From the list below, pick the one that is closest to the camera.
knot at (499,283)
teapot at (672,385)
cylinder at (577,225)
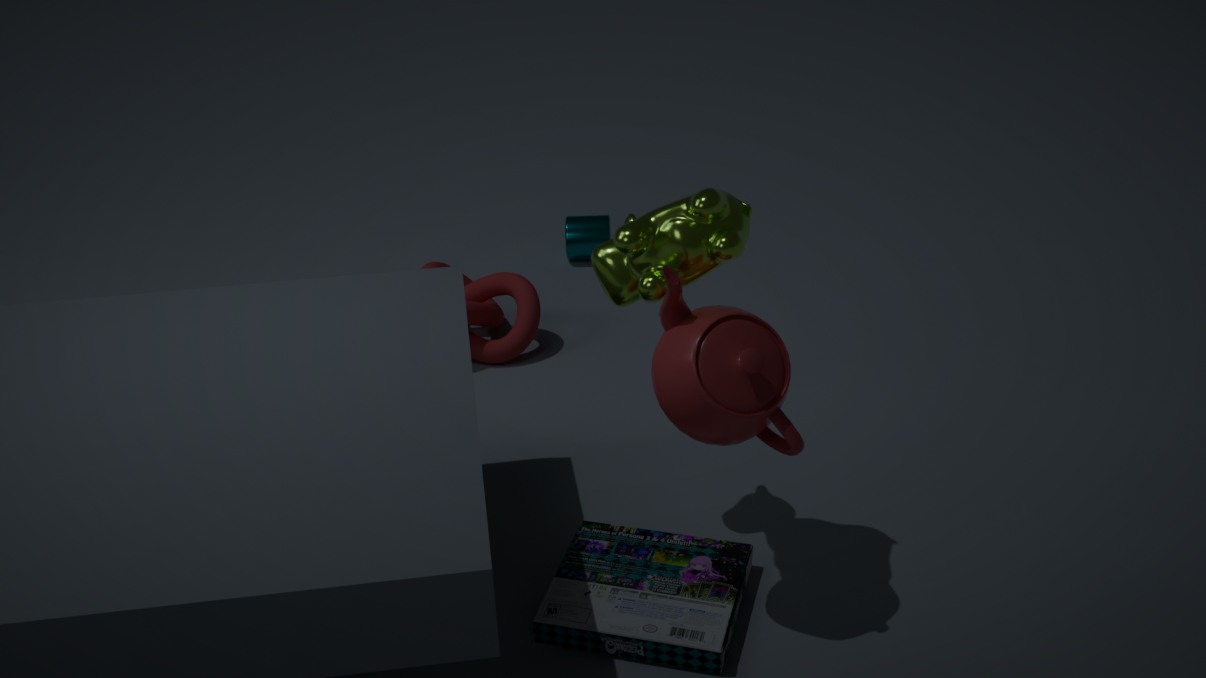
teapot at (672,385)
